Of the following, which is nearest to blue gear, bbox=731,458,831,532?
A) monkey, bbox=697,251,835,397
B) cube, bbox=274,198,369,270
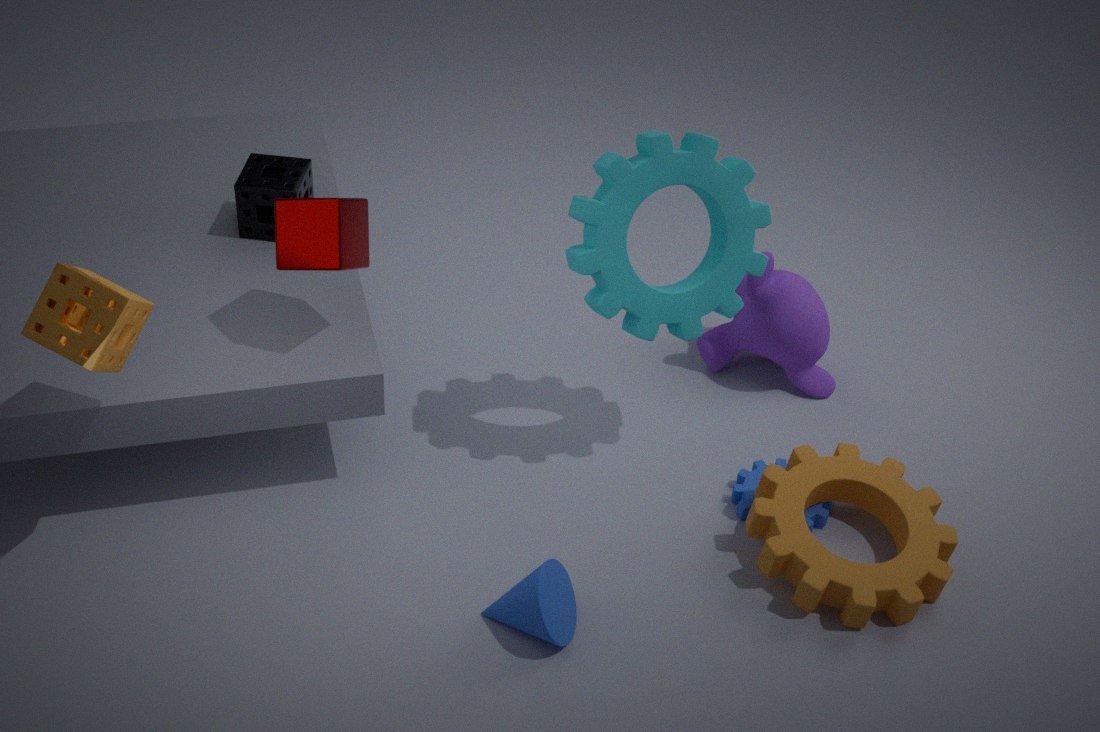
monkey, bbox=697,251,835,397
